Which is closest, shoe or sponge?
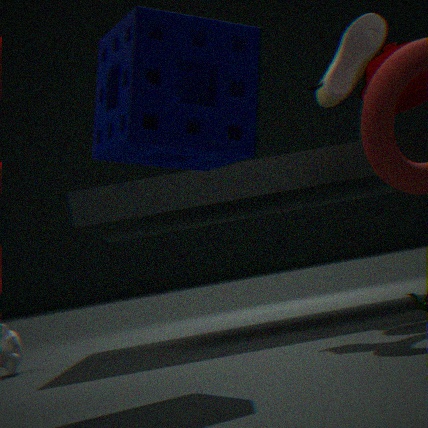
sponge
